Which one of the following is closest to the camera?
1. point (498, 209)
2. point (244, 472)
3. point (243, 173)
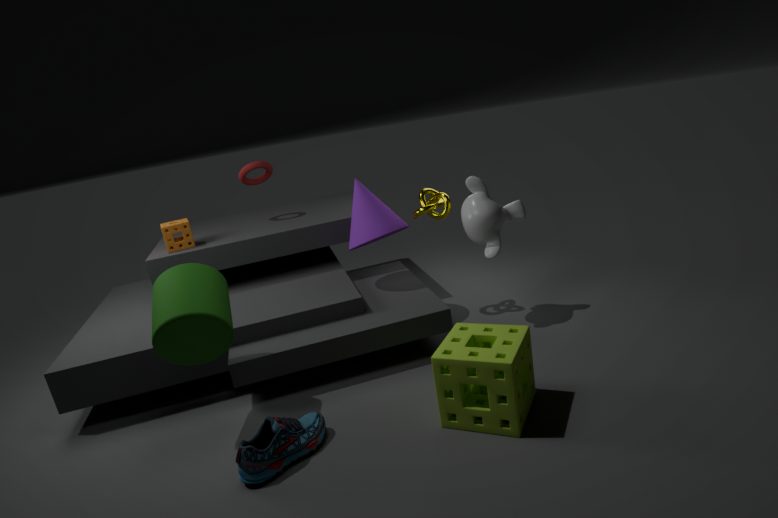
point (244, 472)
